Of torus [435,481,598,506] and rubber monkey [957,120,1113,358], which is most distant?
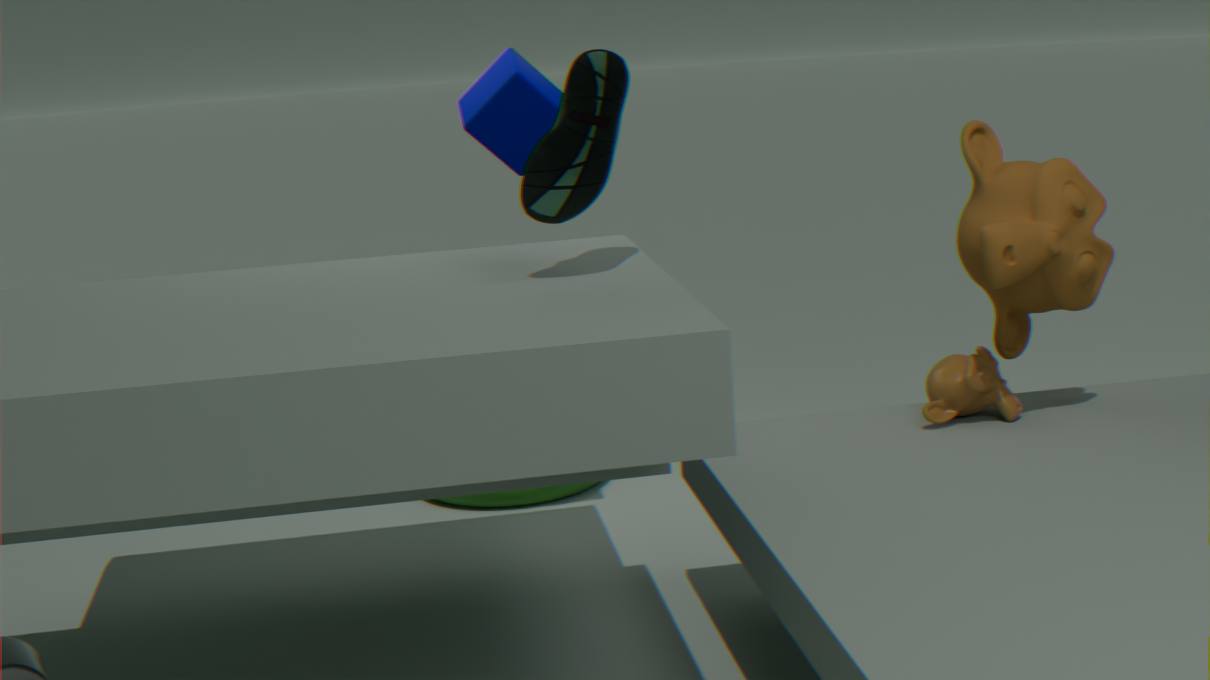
torus [435,481,598,506]
